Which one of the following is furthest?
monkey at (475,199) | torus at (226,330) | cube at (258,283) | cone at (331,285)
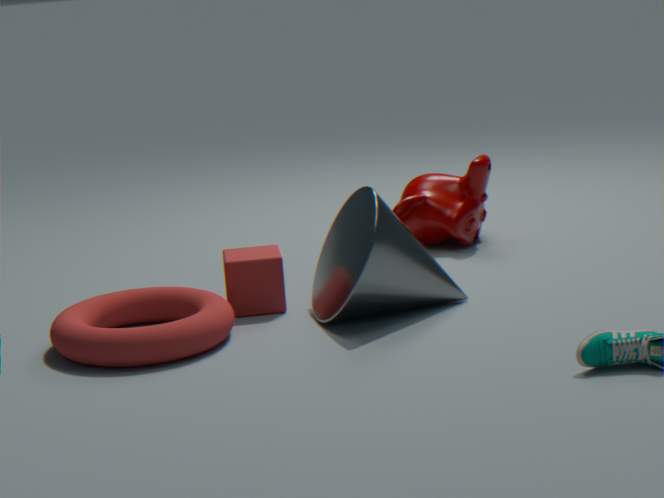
monkey at (475,199)
